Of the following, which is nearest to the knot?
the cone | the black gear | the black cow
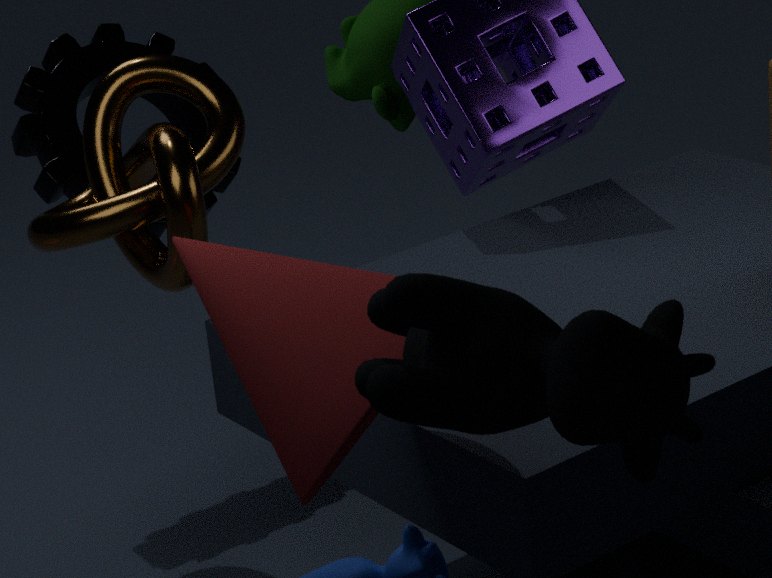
the black gear
